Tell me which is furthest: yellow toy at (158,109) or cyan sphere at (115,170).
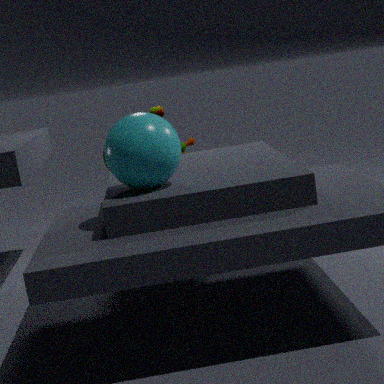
yellow toy at (158,109)
